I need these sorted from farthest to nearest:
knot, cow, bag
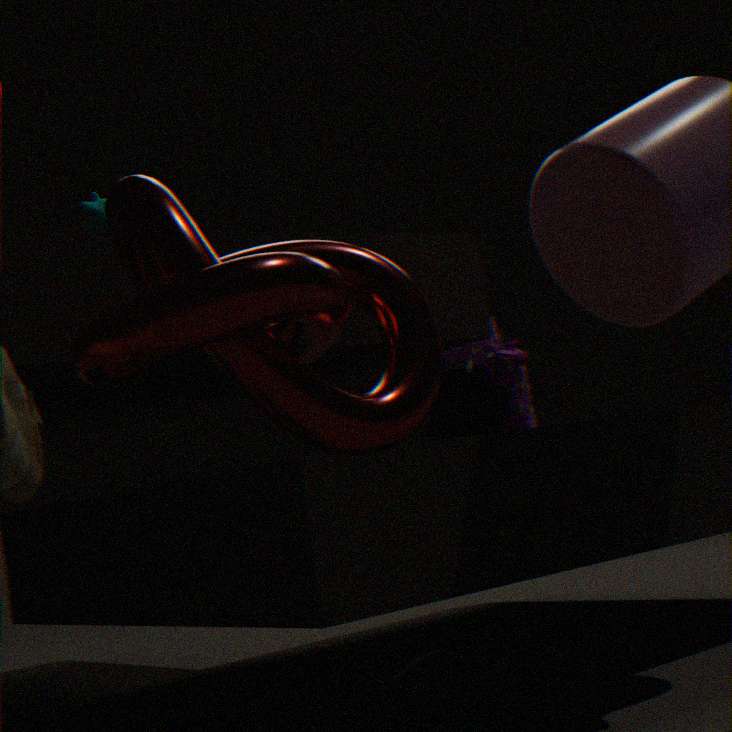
bag < cow < knot
